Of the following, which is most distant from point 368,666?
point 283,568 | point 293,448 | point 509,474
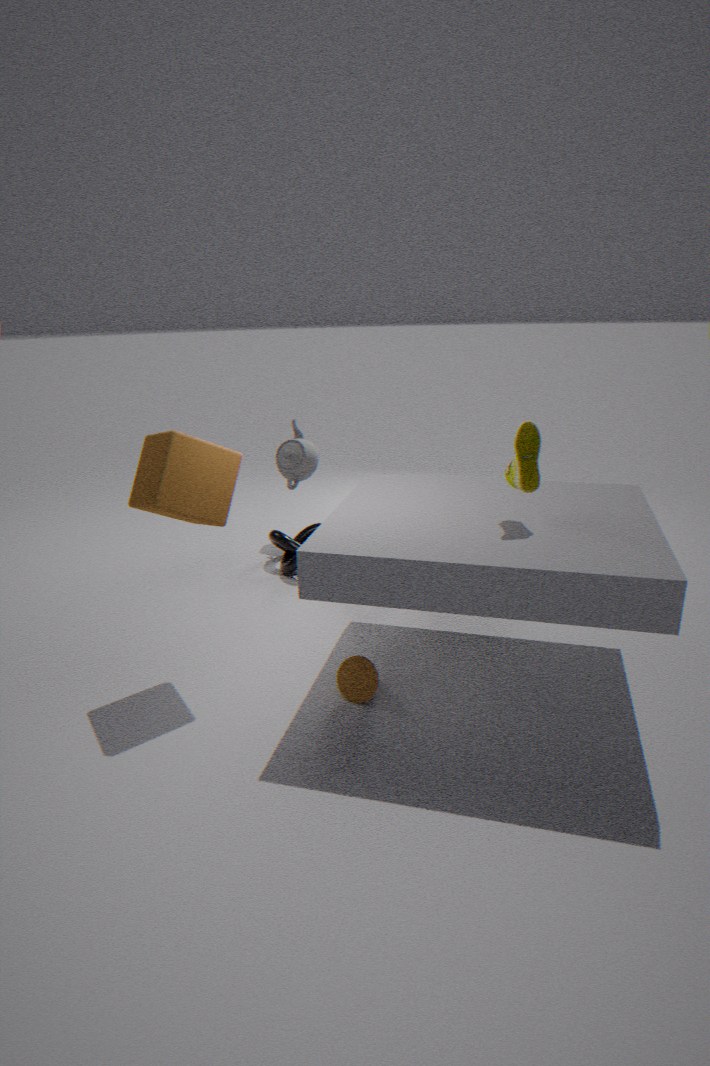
point 293,448
